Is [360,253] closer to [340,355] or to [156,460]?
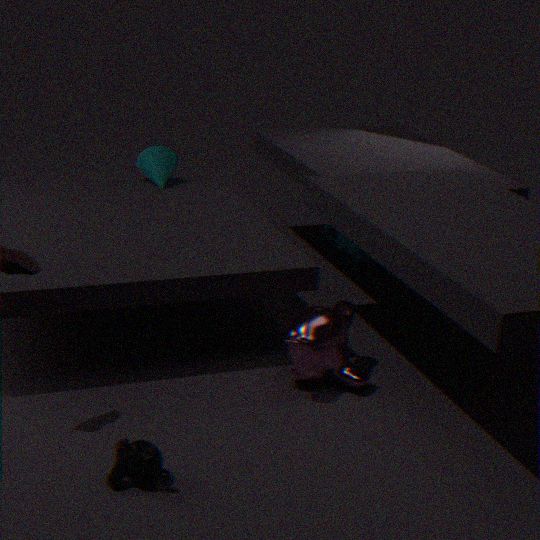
[340,355]
